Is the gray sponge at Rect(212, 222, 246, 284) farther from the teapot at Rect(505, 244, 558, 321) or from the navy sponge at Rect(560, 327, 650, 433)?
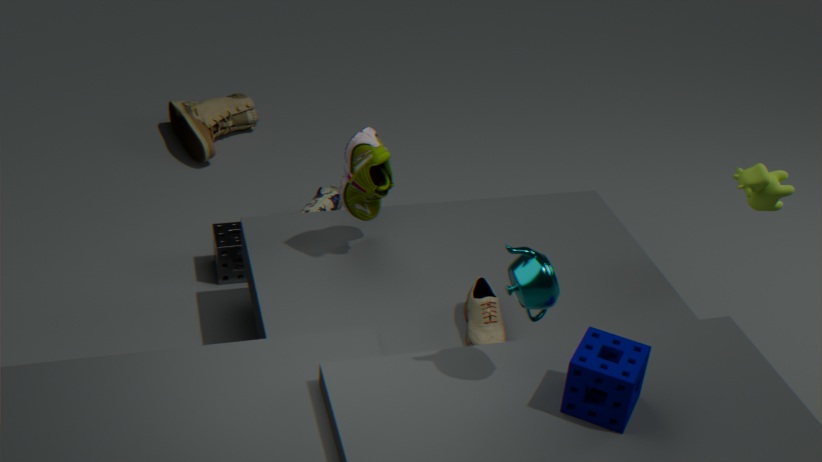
the navy sponge at Rect(560, 327, 650, 433)
